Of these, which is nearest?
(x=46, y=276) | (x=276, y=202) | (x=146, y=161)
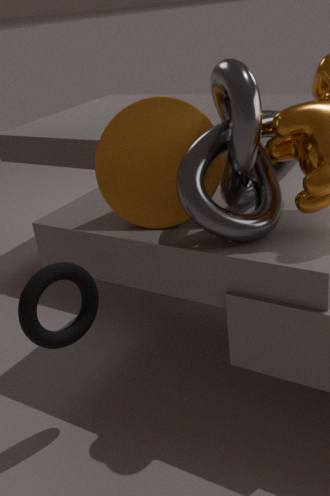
(x=46, y=276)
